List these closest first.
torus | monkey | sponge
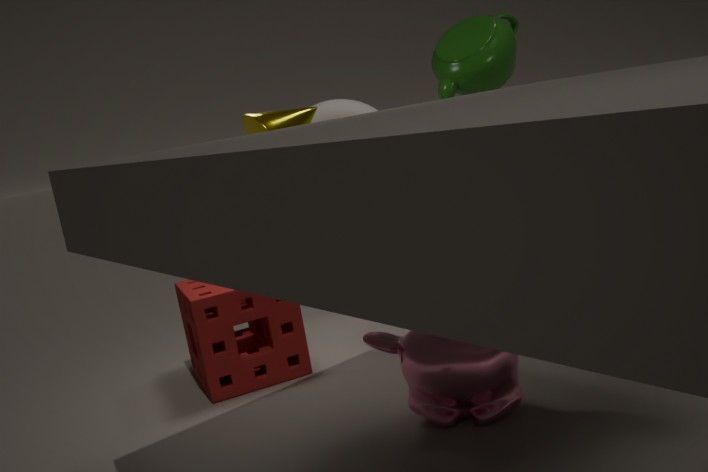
monkey
sponge
torus
